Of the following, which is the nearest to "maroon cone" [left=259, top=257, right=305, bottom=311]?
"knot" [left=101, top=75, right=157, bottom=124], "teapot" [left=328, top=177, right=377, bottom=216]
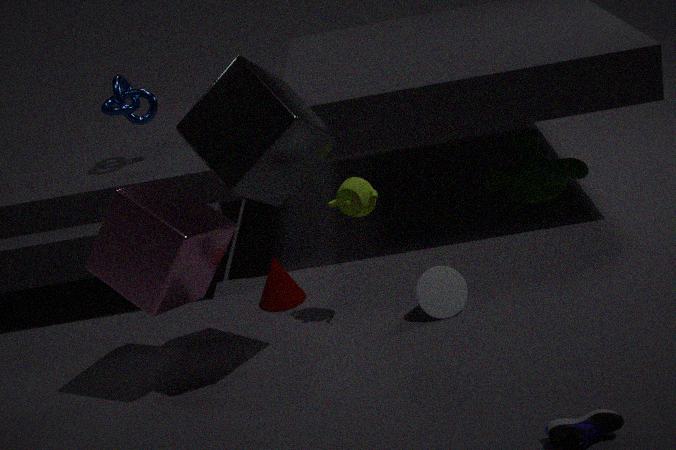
"teapot" [left=328, top=177, right=377, bottom=216]
